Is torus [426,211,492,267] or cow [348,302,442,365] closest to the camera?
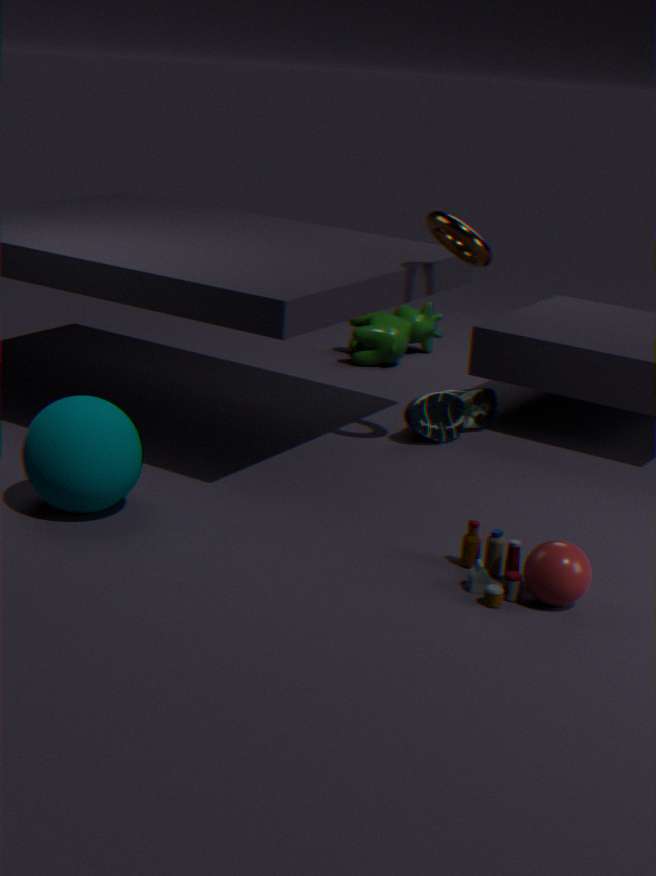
torus [426,211,492,267]
